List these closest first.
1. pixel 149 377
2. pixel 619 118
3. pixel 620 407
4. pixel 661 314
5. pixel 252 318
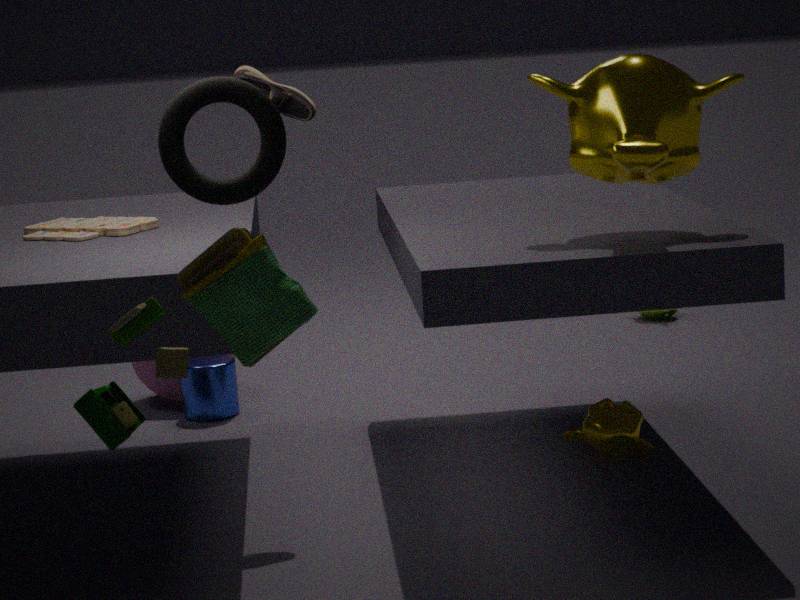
pixel 252 318 → pixel 619 118 → pixel 620 407 → pixel 149 377 → pixel 661 314
